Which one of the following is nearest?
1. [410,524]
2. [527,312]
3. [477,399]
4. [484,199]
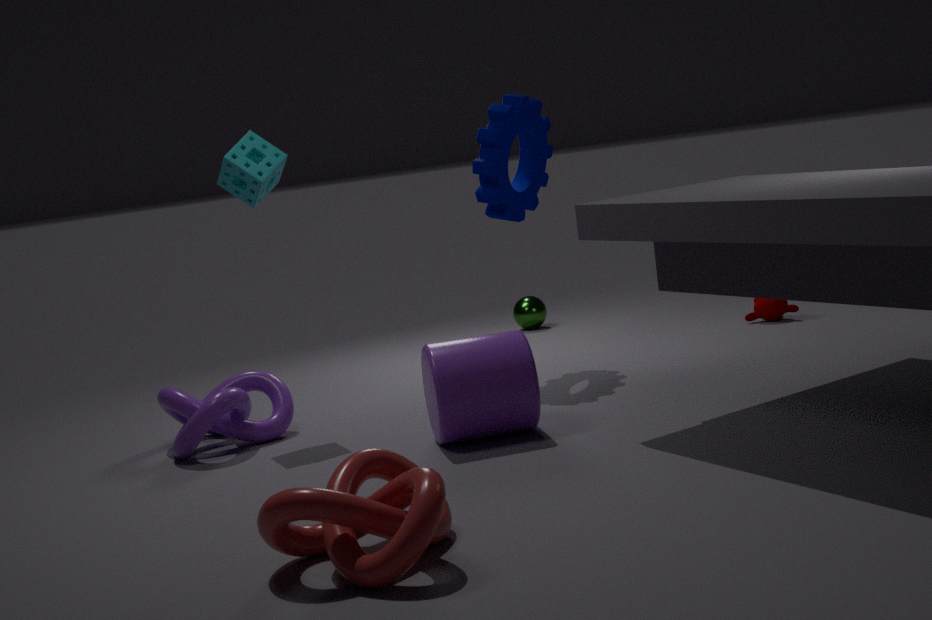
[410,524]
